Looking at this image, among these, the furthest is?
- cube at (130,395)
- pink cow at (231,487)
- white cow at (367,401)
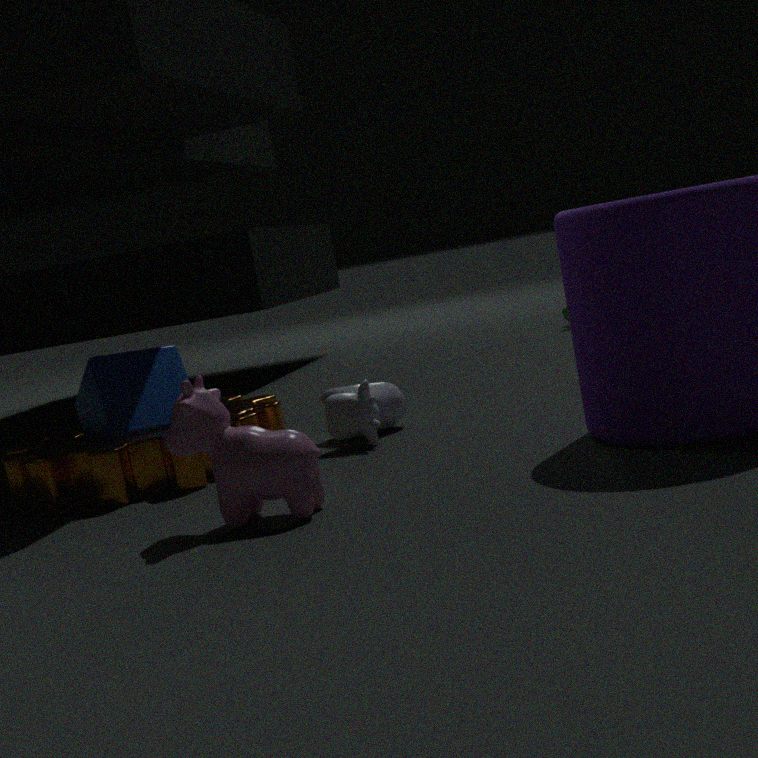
cube at (130,395)
